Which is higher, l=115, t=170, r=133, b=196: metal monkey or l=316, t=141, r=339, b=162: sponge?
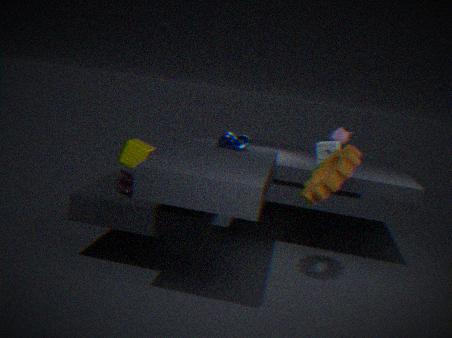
l=316, t=141, r=339, b=162: sponge
